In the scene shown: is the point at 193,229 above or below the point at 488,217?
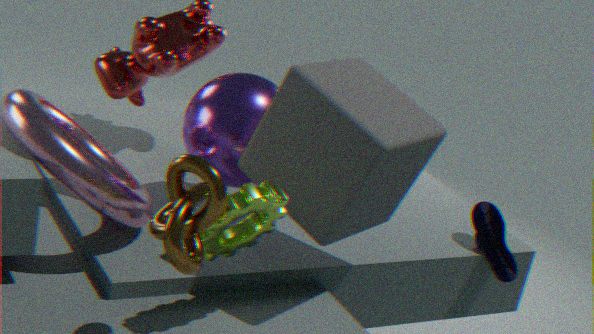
above
